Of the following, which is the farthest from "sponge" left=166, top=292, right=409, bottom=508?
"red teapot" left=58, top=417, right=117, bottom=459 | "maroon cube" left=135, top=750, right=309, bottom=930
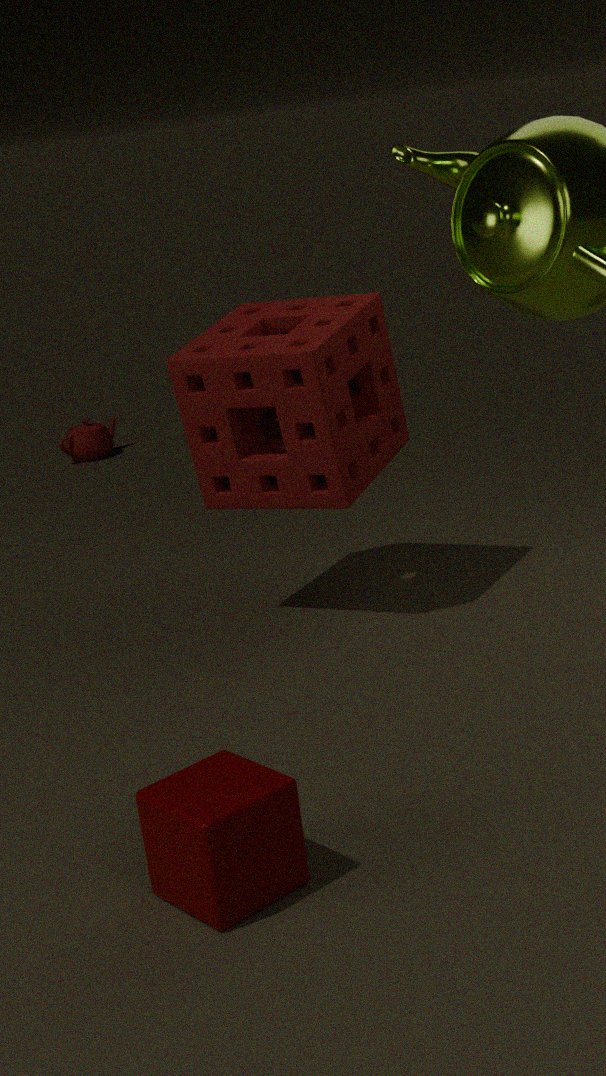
"red teapot" left=58, top=417, right=117, bottom=459
